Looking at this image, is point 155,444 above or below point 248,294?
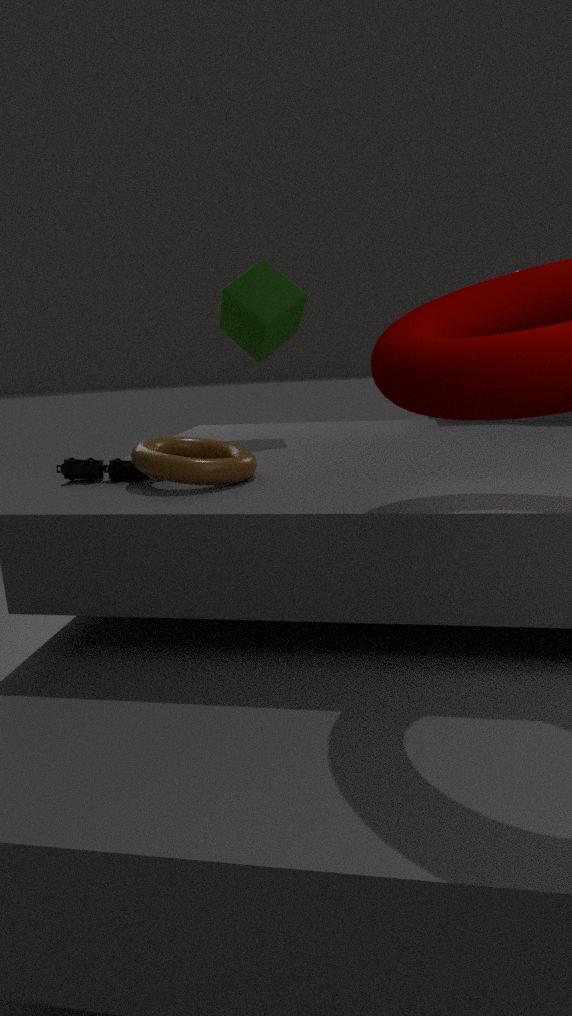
below
